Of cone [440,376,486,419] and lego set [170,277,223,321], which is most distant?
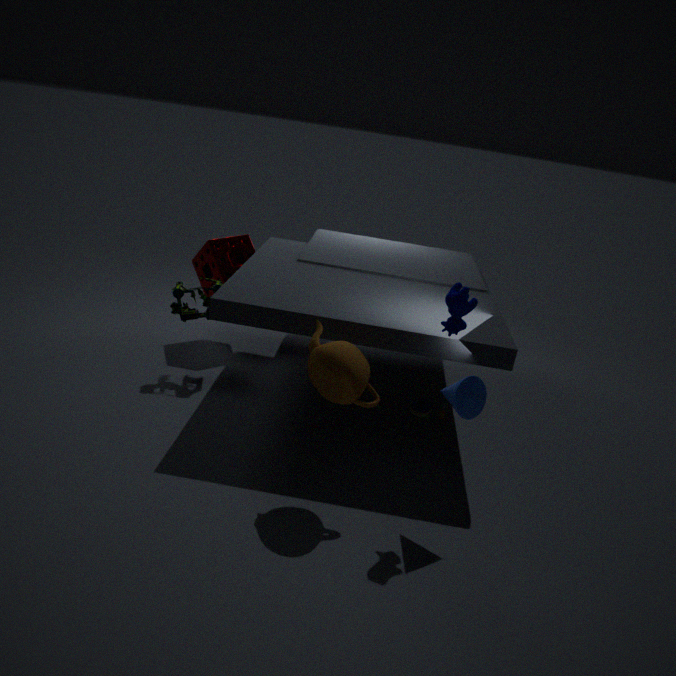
lego set [170,277,223,321]
